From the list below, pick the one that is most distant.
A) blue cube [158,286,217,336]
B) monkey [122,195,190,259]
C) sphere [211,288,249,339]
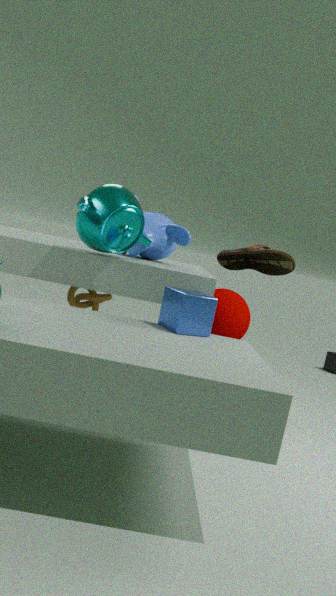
sphere [211,288,249,339]
